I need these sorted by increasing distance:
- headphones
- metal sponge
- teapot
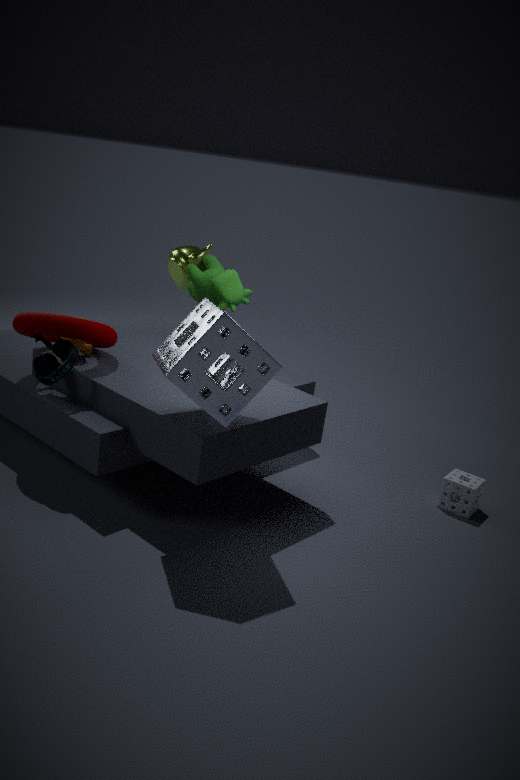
1. metal sponge
2. headphones
3. teapot
